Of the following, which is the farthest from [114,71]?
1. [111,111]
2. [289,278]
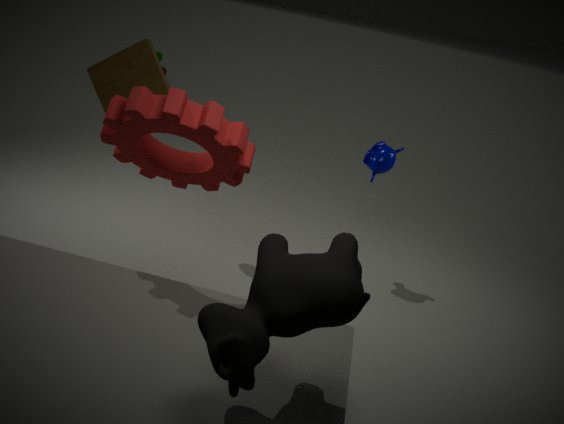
[289,278]
